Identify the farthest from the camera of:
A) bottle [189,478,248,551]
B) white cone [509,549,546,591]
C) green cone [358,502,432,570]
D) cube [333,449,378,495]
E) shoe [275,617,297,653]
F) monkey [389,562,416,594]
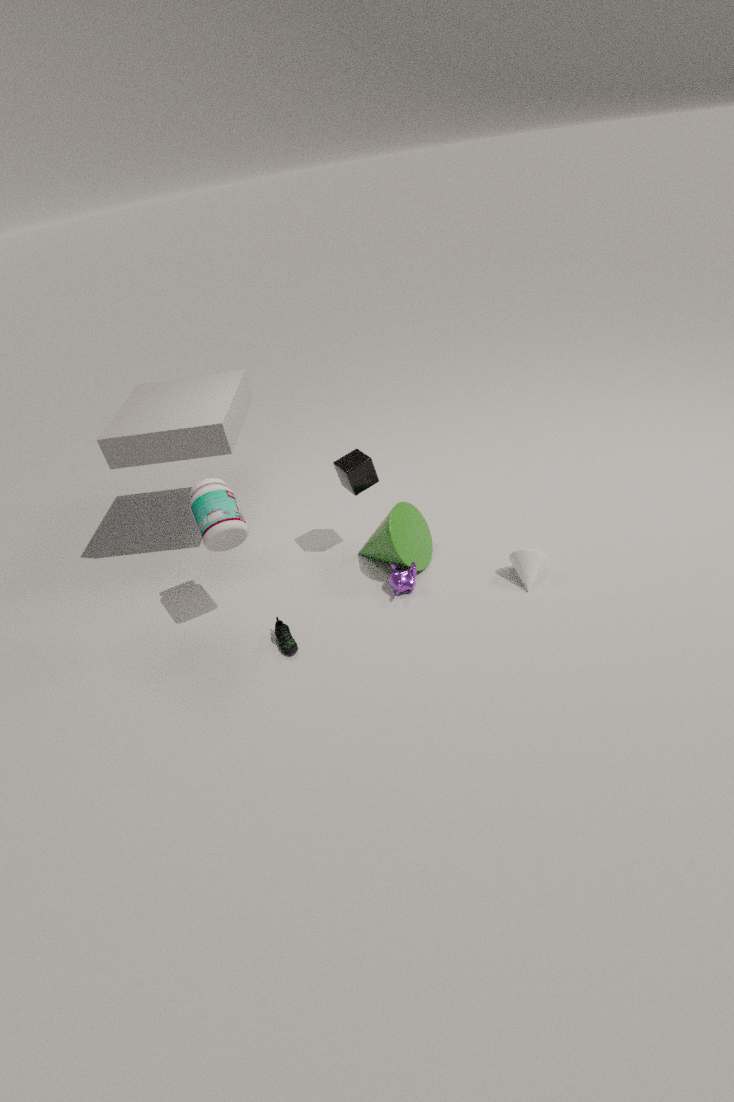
cube [333,449,378,495]
